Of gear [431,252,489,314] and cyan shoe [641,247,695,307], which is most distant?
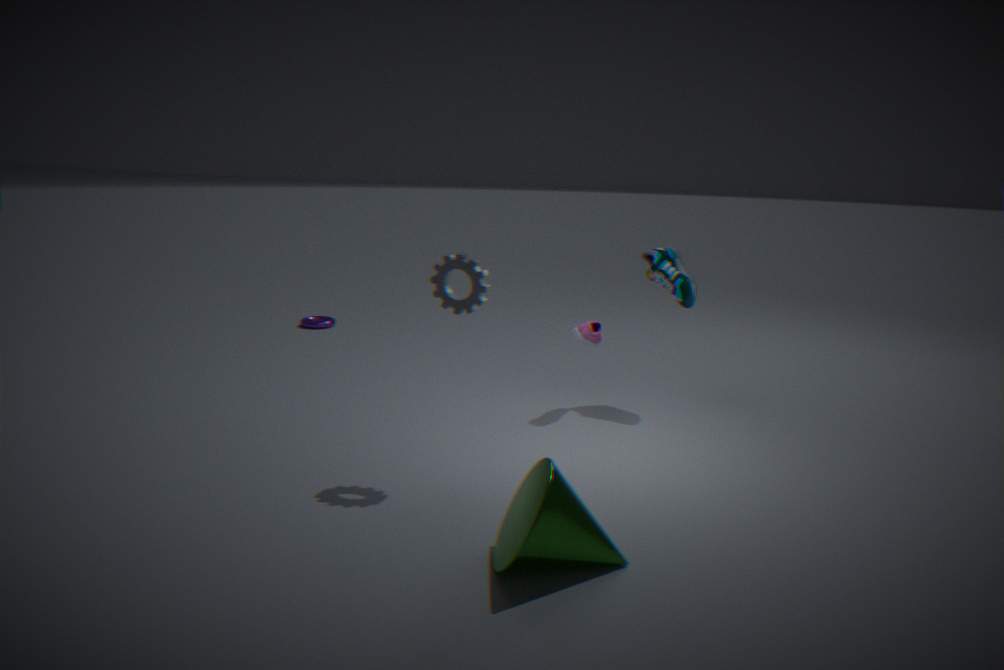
cyan shoe [641,247,695,307]
